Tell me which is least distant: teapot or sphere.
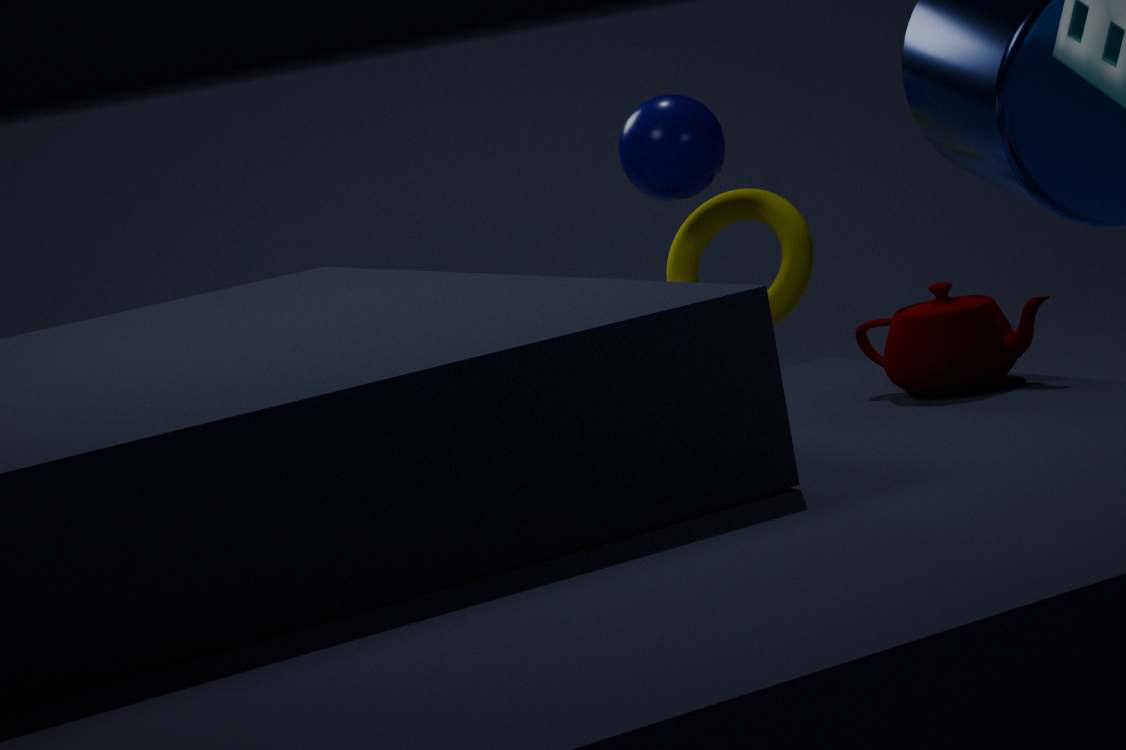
teapot
